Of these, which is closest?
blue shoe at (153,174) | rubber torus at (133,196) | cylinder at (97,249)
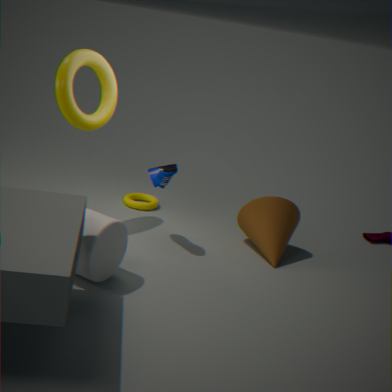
cylinder at (97,249)
